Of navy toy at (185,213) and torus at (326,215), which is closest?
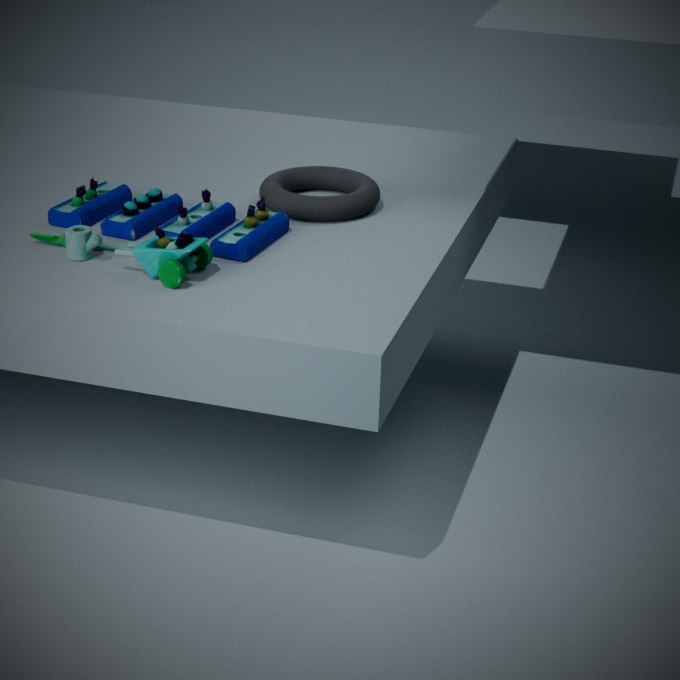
navy toy at (185,213)
